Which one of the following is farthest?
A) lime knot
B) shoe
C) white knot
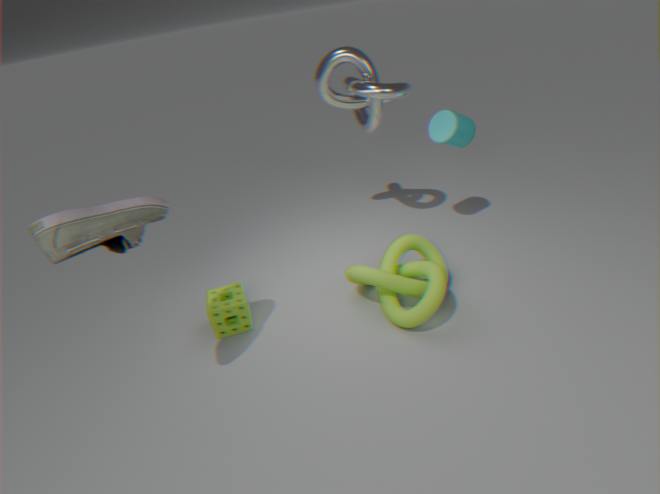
C. white knot
